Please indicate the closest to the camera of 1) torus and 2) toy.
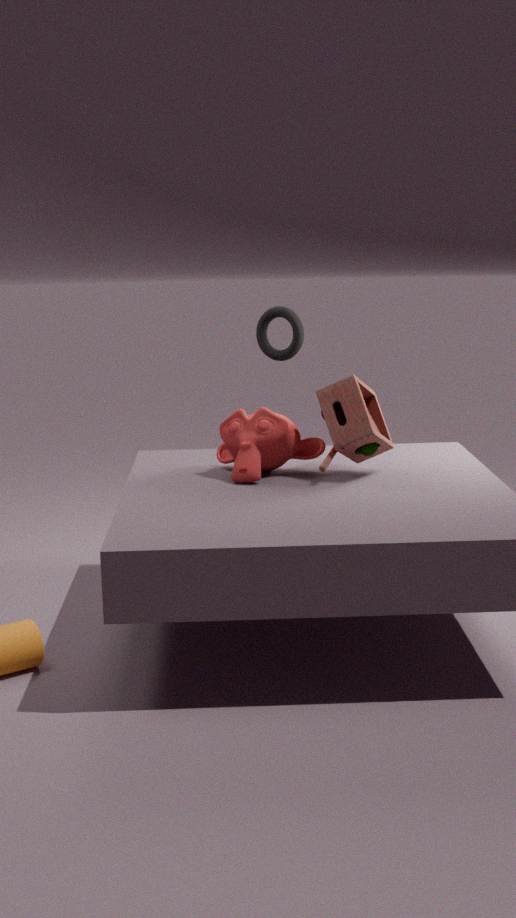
2. toy
